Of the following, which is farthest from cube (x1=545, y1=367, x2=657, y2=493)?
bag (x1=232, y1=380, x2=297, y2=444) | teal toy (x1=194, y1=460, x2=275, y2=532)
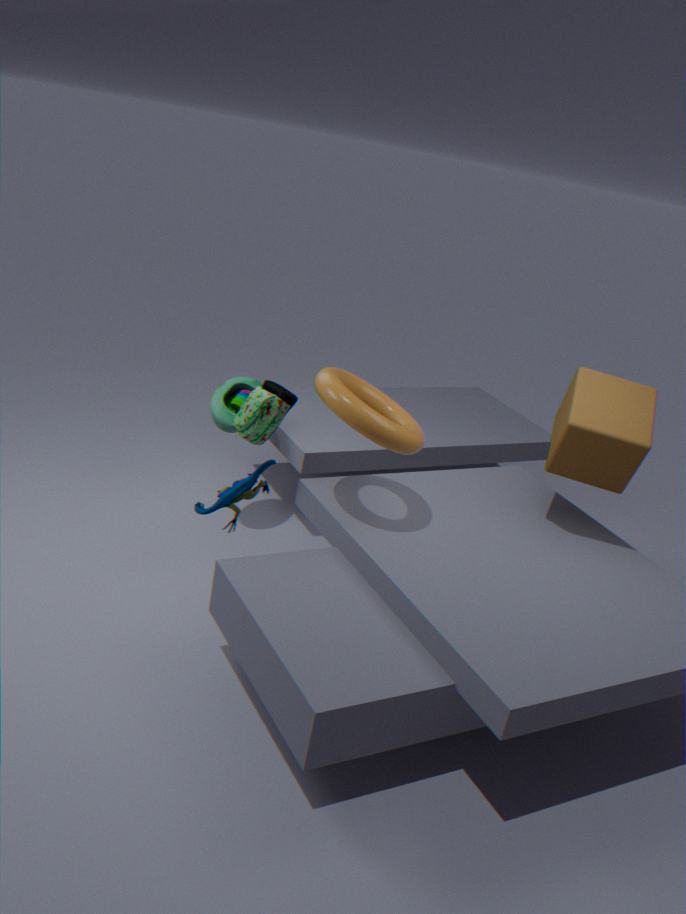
teal toy (x1=194, y1=460, x2=275, y2=532)
